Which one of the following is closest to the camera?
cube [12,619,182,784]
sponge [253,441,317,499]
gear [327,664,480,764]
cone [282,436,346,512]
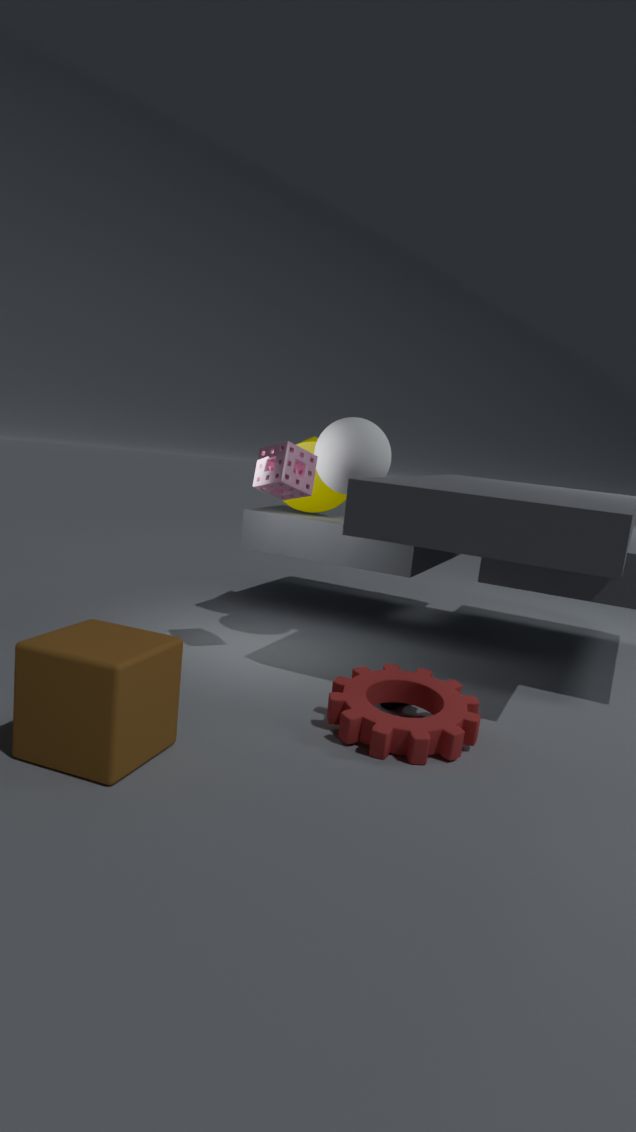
cube [12,619,182,784]
